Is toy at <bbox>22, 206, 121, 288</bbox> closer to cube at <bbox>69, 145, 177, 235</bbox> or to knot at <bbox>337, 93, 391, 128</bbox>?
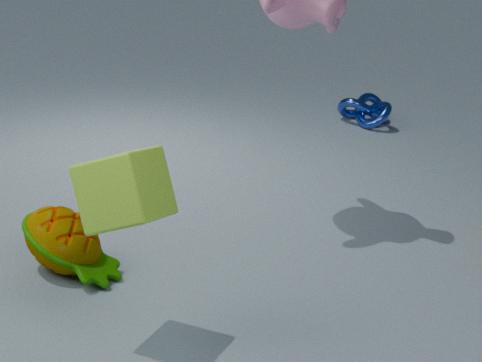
cube at <bbox>69, 145, 177, 235</bbox>
